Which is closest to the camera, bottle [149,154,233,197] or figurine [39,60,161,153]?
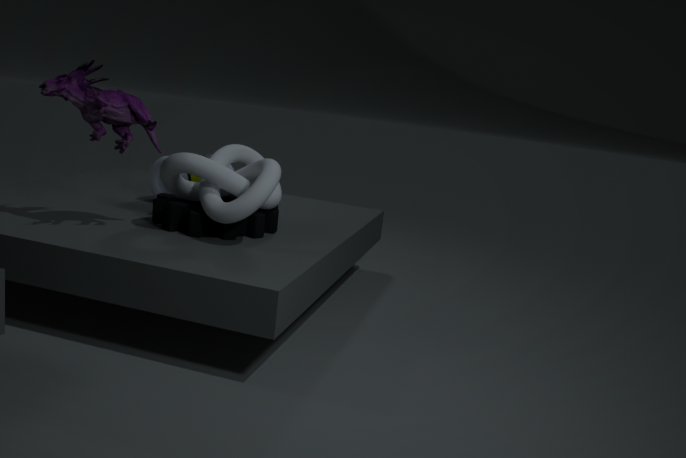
figurine [39,60,161,153]
